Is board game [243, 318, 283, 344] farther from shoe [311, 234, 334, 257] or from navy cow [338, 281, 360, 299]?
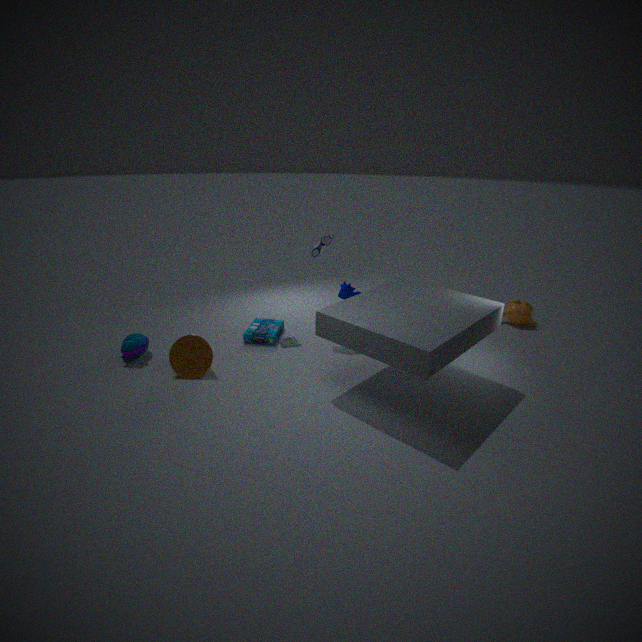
shoe [311, 234, 334, 257]
